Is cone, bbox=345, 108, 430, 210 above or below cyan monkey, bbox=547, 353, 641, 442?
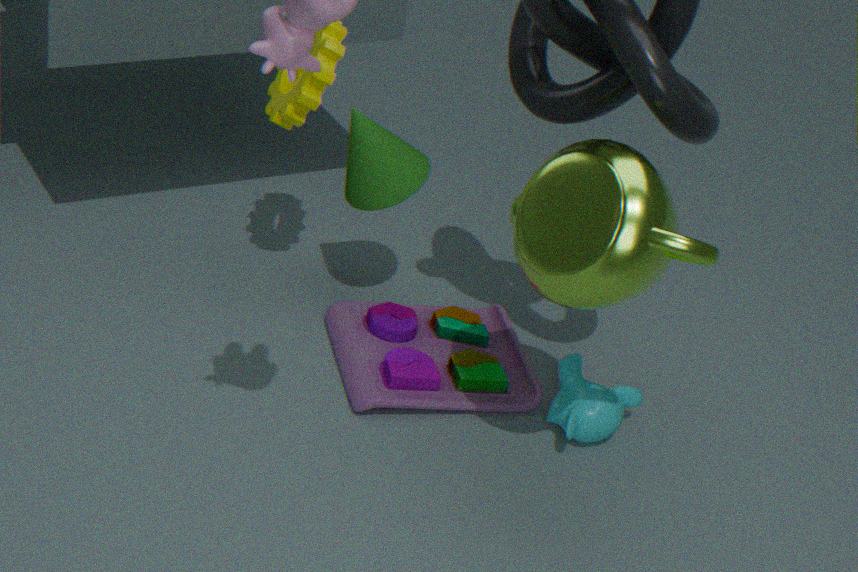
above
